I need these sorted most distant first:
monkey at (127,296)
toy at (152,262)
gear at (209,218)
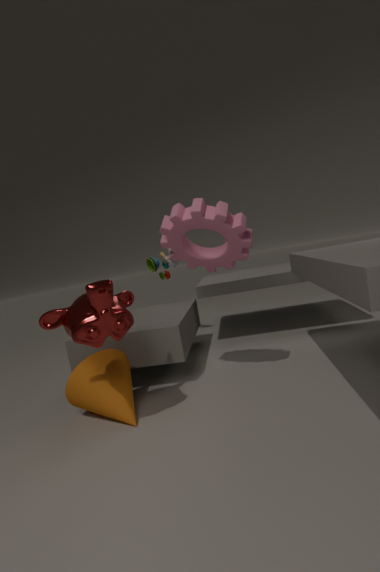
toy at (152,262)
gear at (209,218)
monkey at (127,296)
